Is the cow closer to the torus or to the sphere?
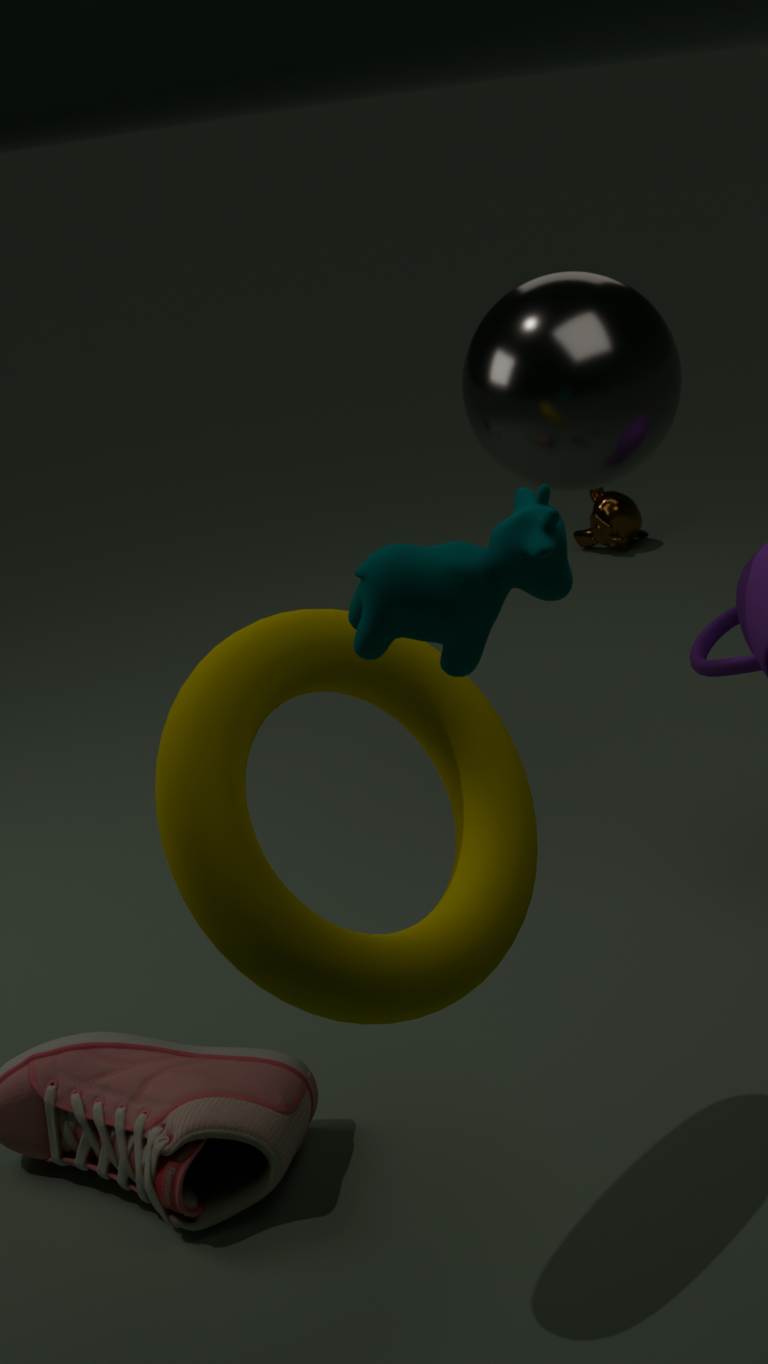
the torus
